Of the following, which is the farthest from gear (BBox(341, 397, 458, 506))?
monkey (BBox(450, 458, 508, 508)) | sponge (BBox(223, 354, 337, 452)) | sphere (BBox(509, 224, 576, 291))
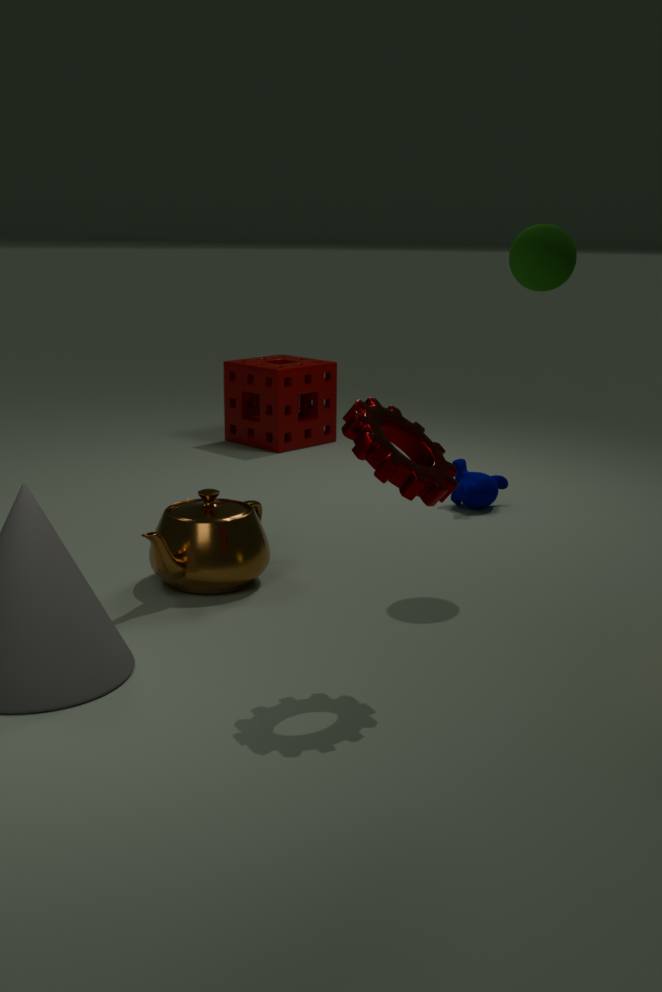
sponge (BBox(223, 354, 337, 452))
